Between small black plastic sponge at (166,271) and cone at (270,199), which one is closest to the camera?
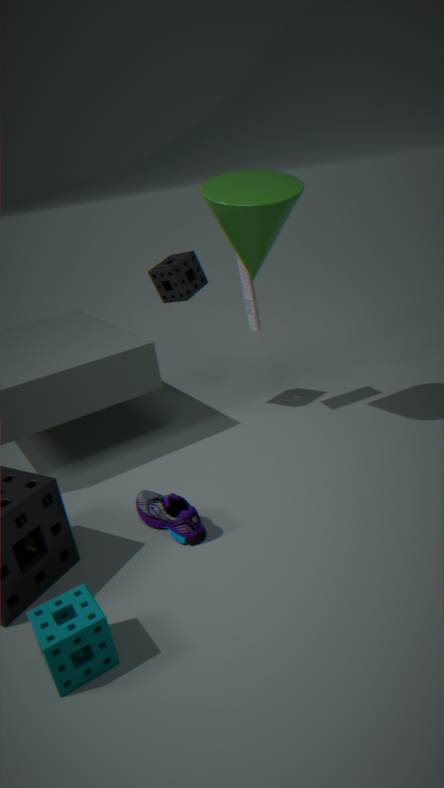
cone at (270,199)
